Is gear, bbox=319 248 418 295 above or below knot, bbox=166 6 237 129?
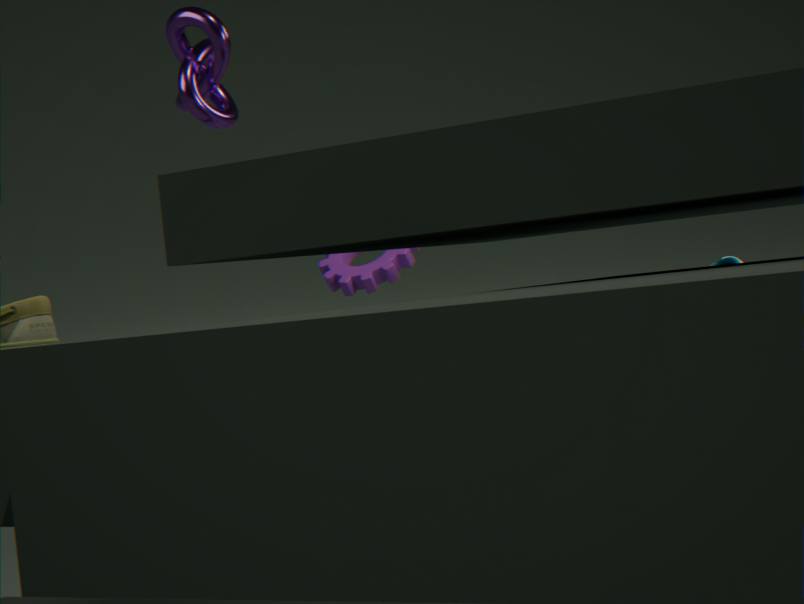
below
